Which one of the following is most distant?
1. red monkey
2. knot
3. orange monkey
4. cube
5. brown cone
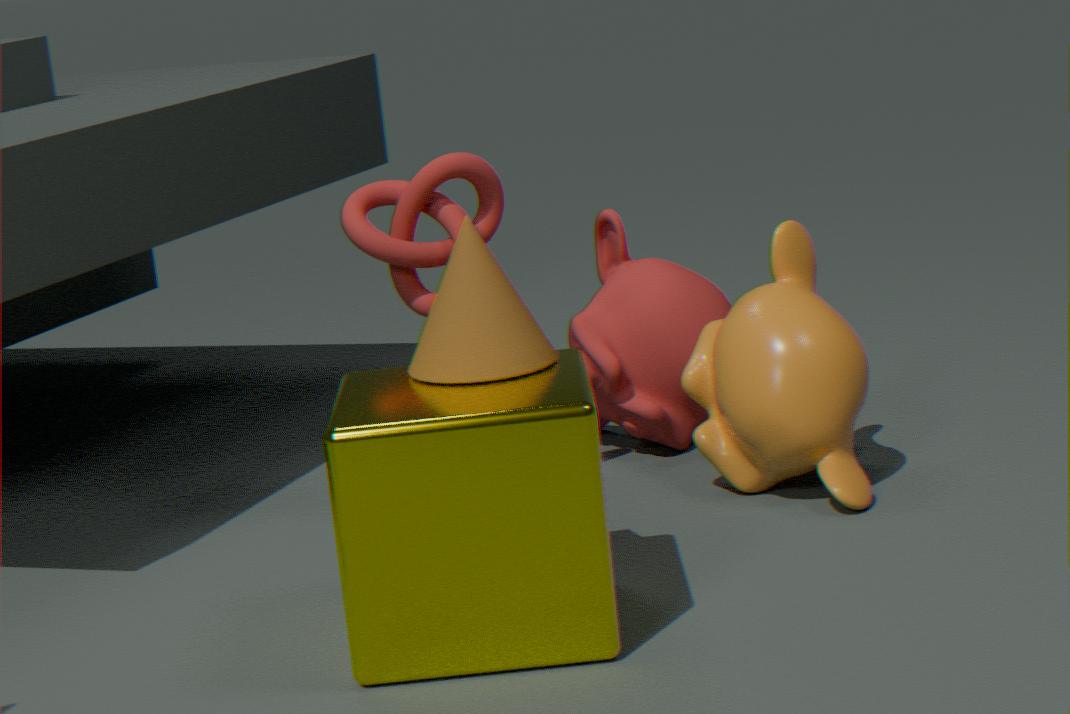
red monkey
